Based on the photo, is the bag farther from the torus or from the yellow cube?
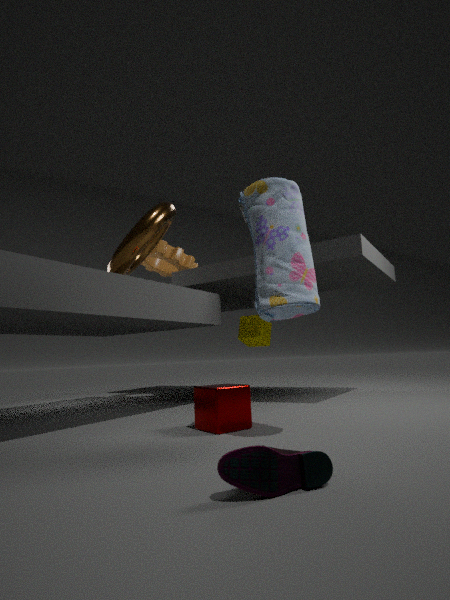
the yellow cube
